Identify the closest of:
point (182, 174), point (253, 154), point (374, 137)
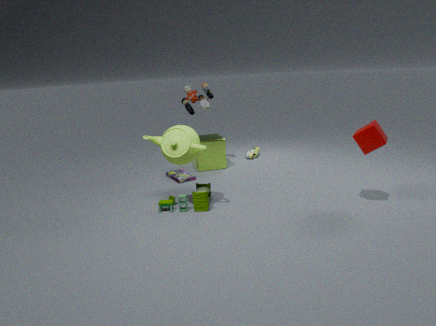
point (374, 137)
